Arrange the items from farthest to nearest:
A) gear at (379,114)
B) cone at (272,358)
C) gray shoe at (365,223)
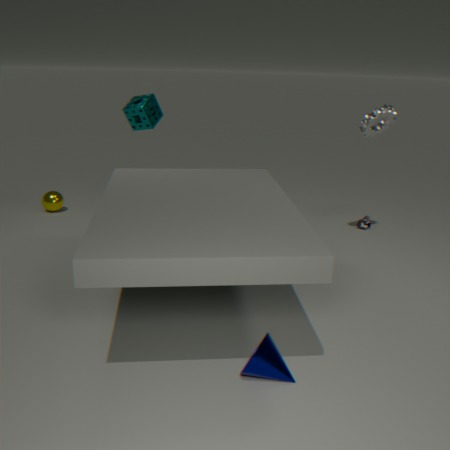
gray shoe at (365,223) < gear at (379,114) < cone at (272,358)
